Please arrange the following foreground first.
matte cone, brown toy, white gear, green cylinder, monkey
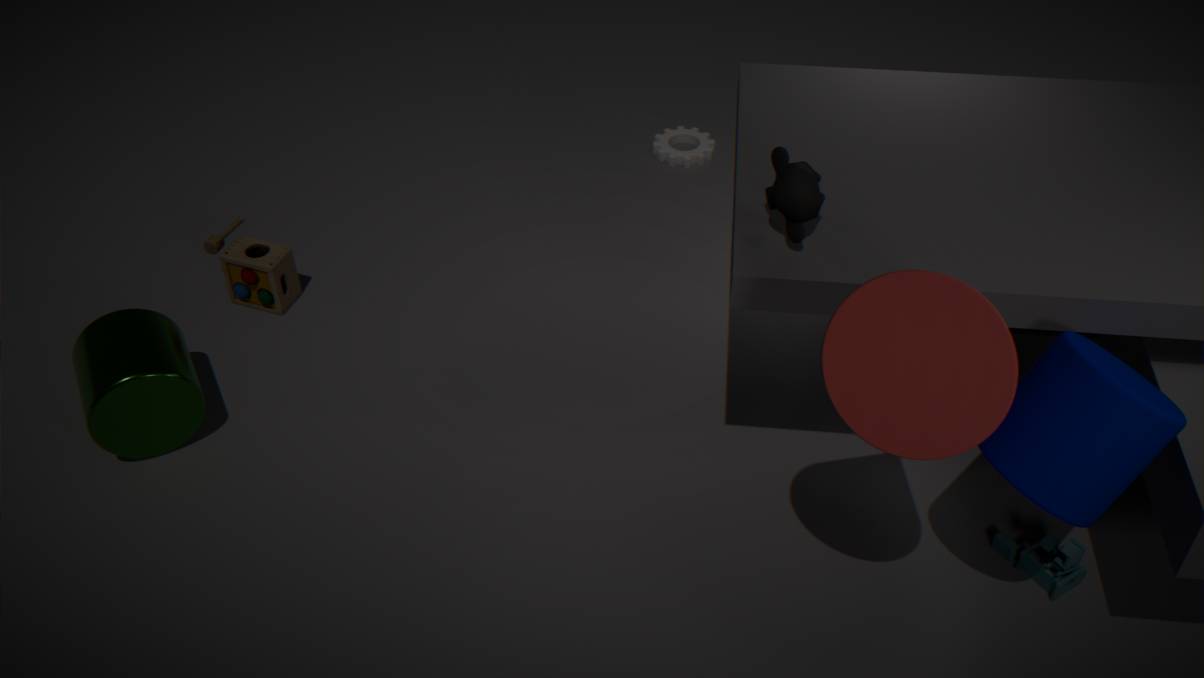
matte cone, monkey, green cylinder, brown toy, white gear
